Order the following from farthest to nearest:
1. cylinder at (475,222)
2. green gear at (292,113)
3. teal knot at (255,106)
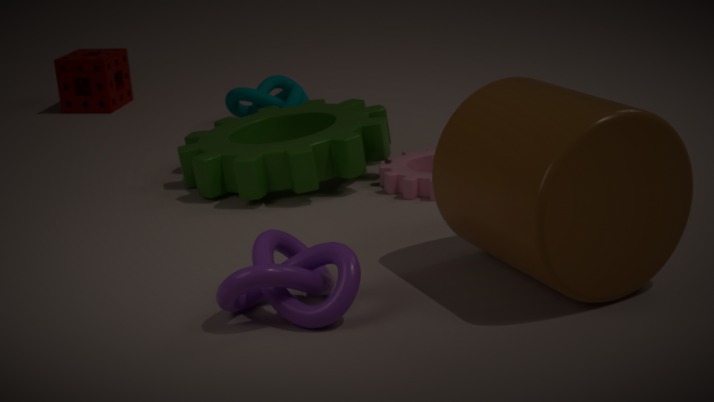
teal knot at (255,106)
green gear at (292,113)
cylinder at (475,222)
